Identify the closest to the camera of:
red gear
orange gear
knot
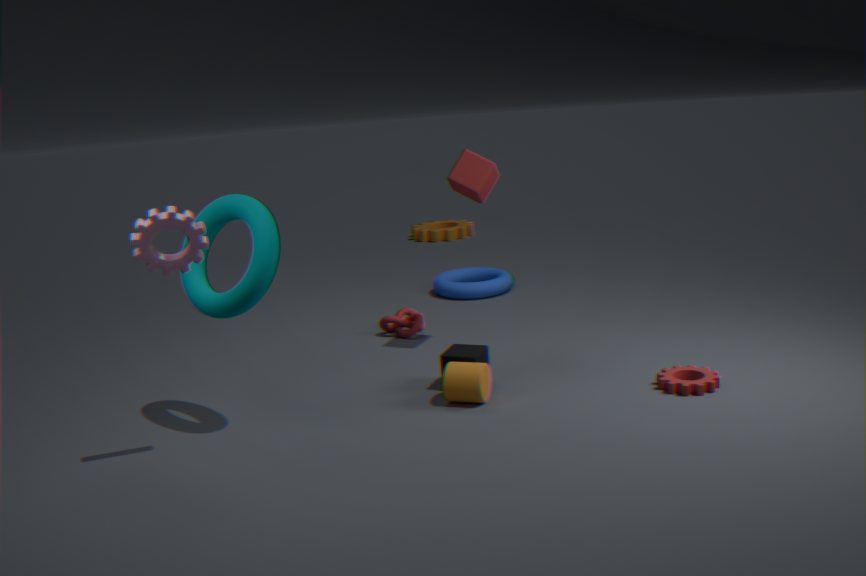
red gear
